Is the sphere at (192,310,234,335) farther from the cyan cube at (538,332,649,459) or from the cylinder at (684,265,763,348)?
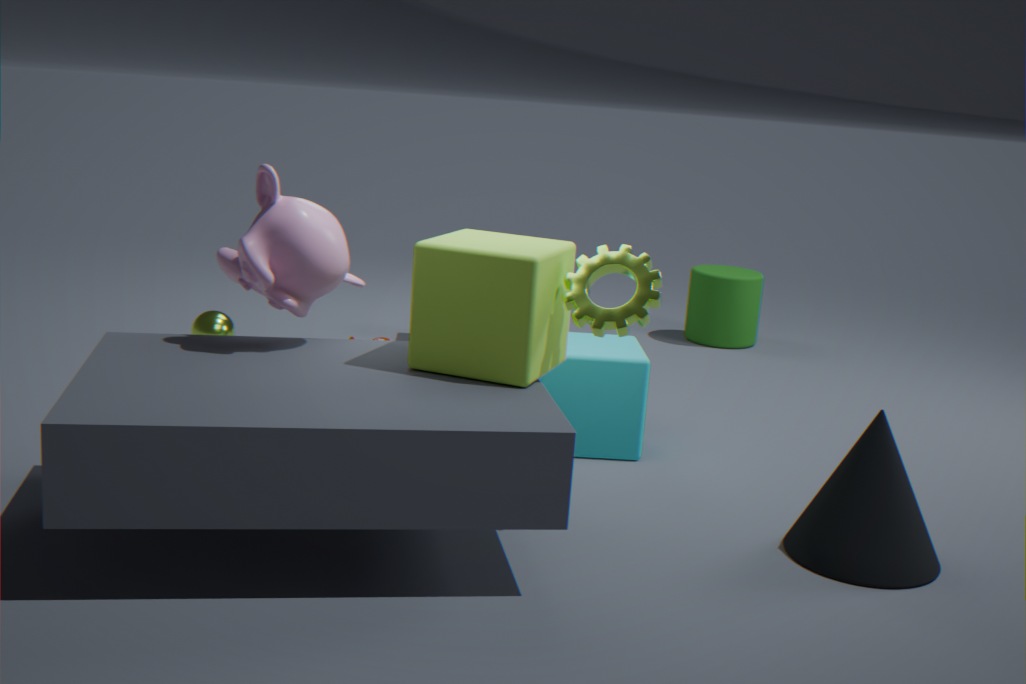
the cylinder at (684,265,763,348)
